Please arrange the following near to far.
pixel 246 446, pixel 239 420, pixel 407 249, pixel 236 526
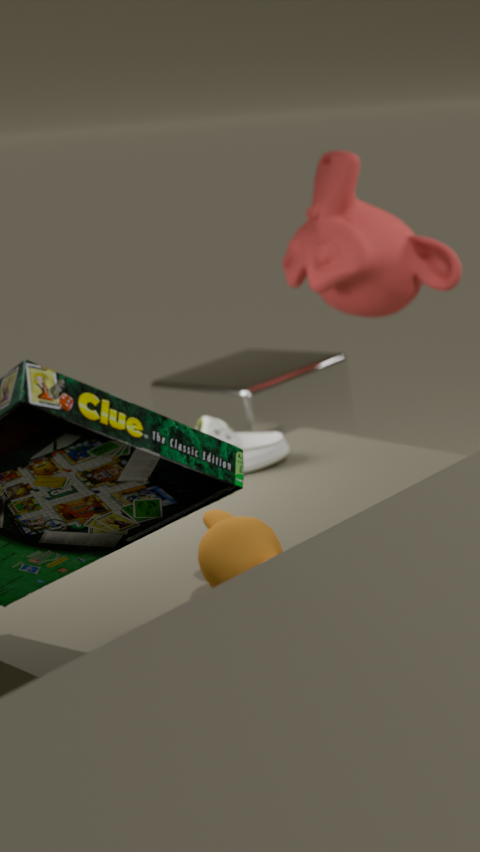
pixel 236 526 → pixel 246 446 → pixel 407 249 → pixel 239 420
